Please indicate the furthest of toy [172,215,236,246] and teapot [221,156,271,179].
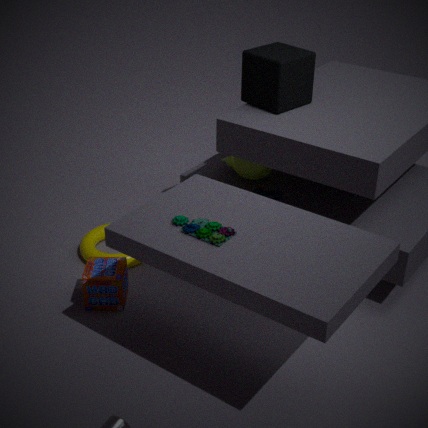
teapot [221,156,271,179]
